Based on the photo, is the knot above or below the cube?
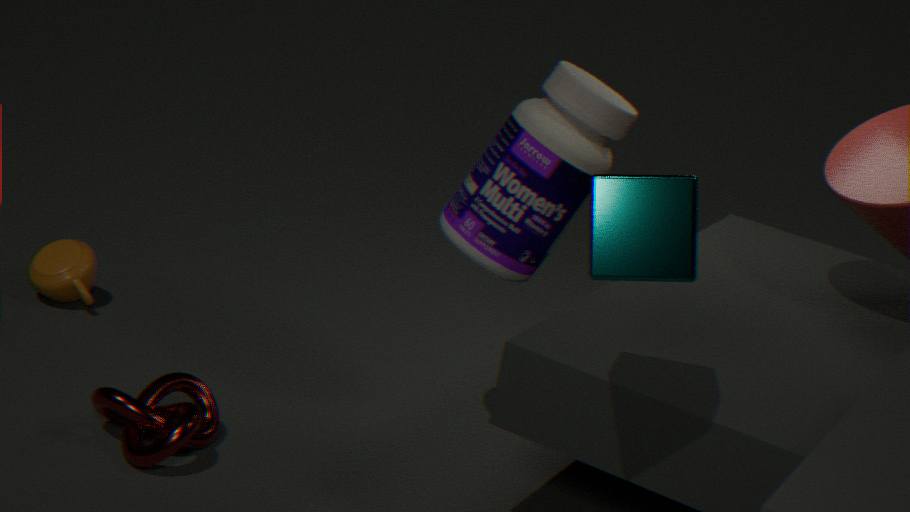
below
